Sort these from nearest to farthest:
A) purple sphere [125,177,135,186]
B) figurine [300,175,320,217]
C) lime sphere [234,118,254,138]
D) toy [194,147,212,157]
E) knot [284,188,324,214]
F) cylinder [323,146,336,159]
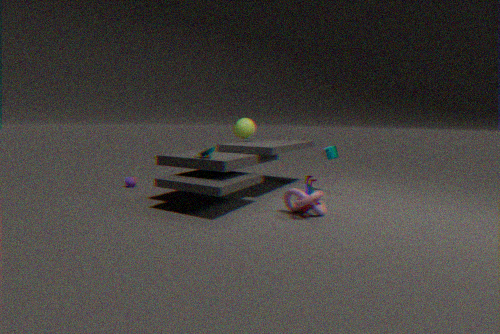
knot [284,188,324,214], figurine [300,175,320,217], toy [194,147,212,157], cylinder [323,146,336,159], purple sphere [125,177,135,186], lime sphere [234,118,254,138]
